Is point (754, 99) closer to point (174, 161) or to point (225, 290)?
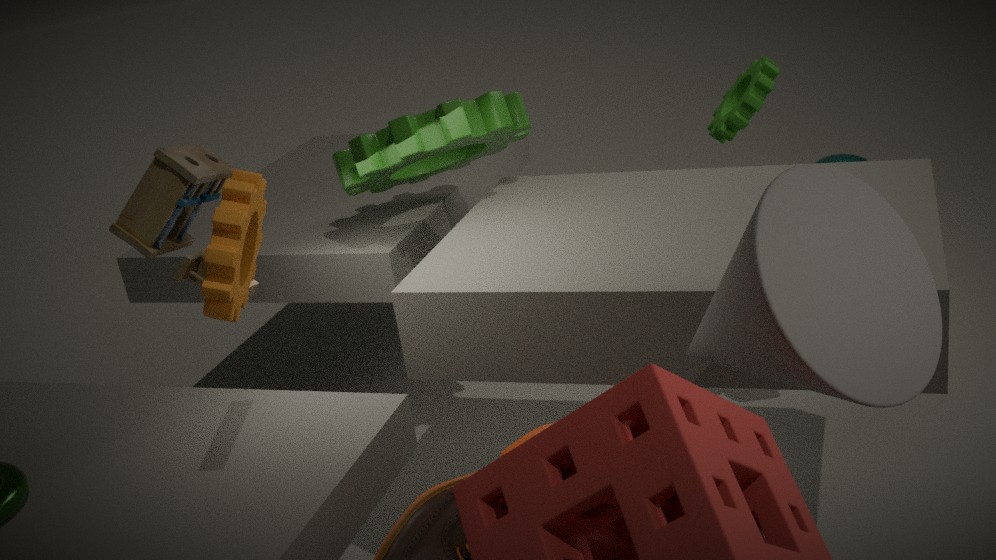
point (174, 161)
